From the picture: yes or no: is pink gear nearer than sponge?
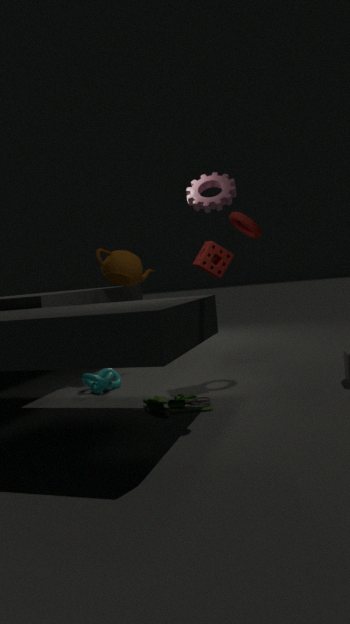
Yes
